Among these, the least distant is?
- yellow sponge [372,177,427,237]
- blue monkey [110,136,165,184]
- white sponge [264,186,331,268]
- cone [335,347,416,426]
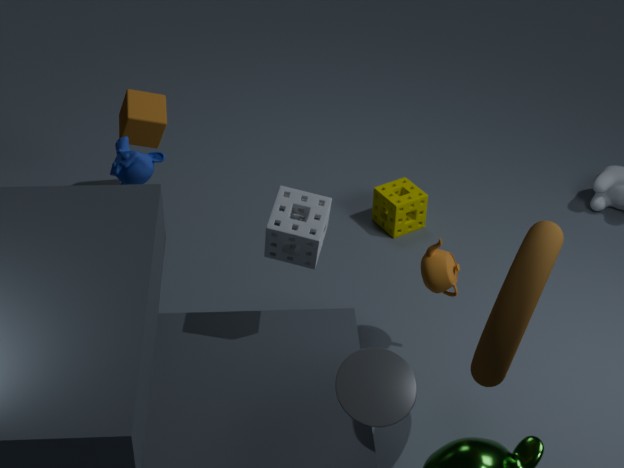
cone [335,347,416,426]
